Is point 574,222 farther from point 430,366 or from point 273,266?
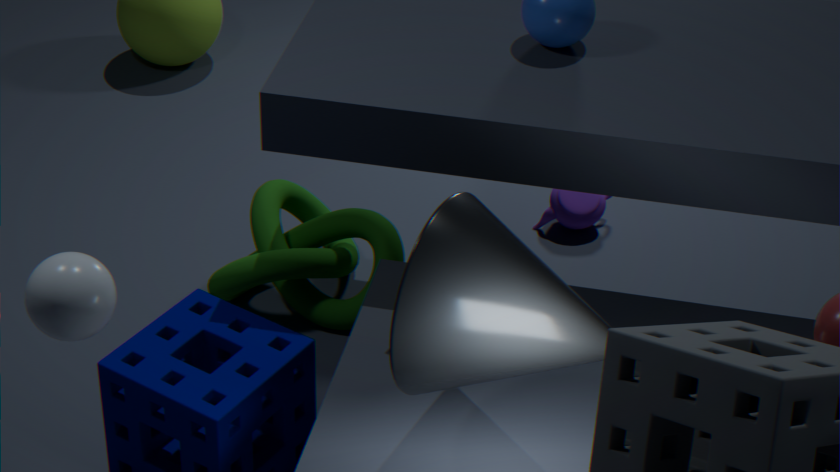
point 430,366
